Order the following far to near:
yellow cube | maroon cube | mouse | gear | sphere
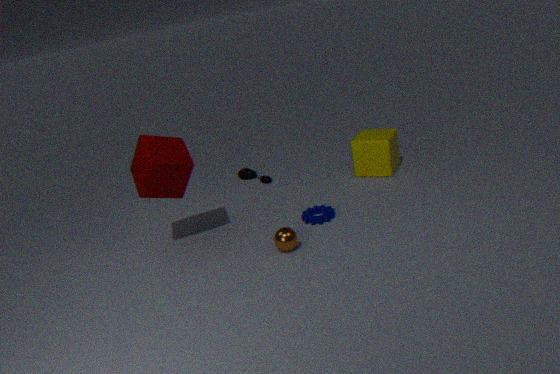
1. mouse
2. yellow cube
3. gear
4. maroon cube
5. sphere
